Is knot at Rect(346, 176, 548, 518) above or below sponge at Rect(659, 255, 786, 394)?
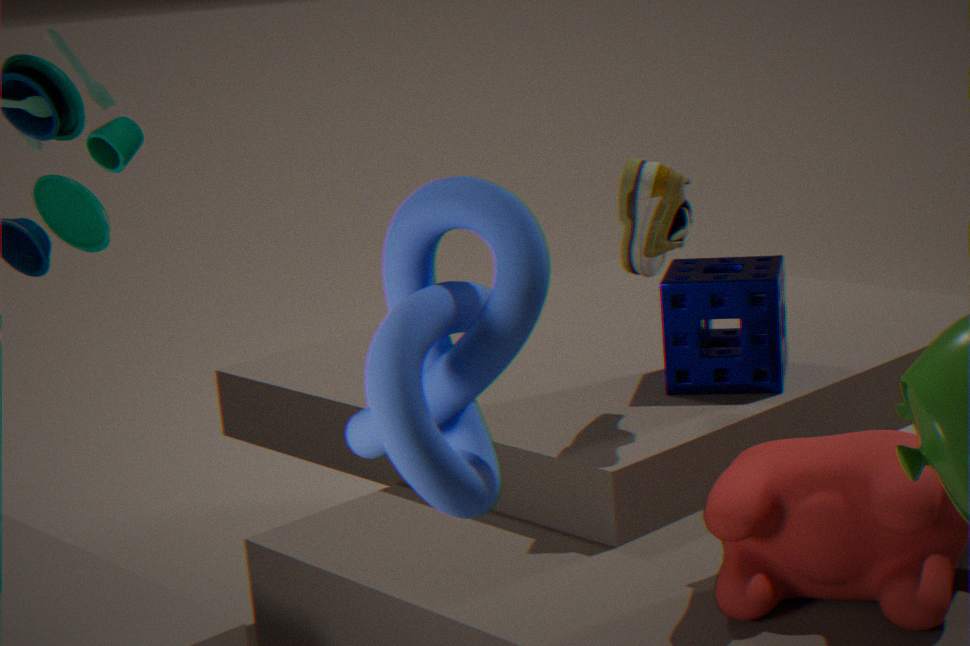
above
